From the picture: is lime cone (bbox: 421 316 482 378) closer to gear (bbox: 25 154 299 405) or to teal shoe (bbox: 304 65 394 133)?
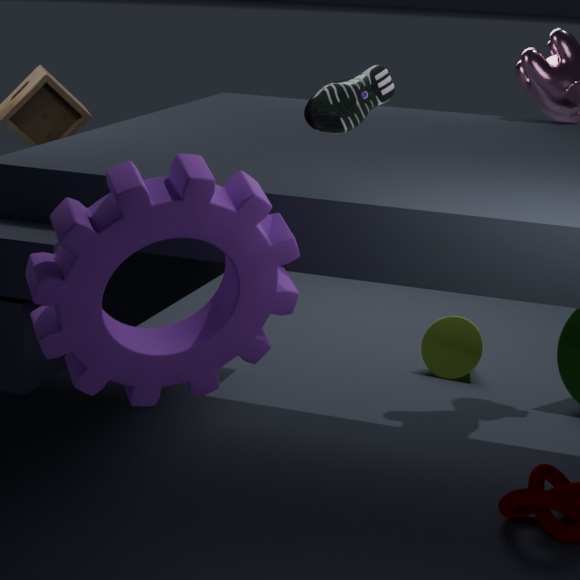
gear (bbox: 25 154 299 405)
